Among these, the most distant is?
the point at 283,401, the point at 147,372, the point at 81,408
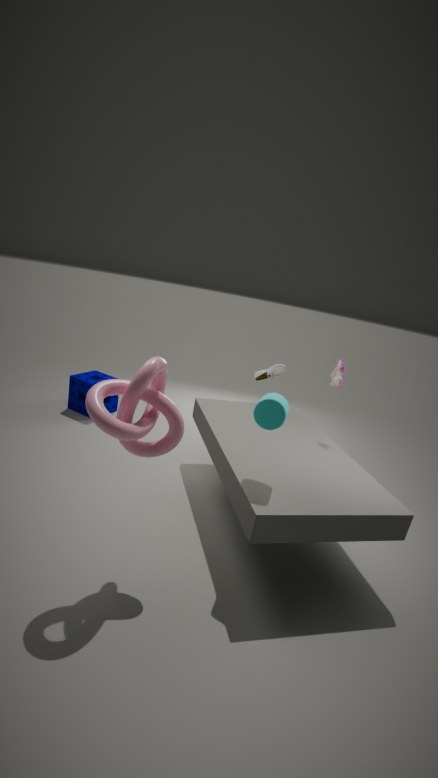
the point at 81,408
